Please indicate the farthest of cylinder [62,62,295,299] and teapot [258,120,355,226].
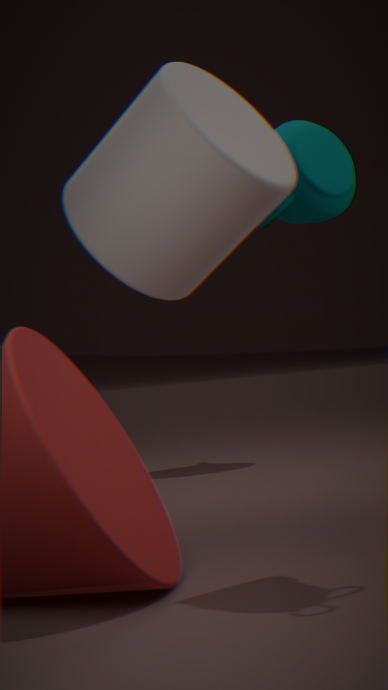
teapot [258,120,355,226]
